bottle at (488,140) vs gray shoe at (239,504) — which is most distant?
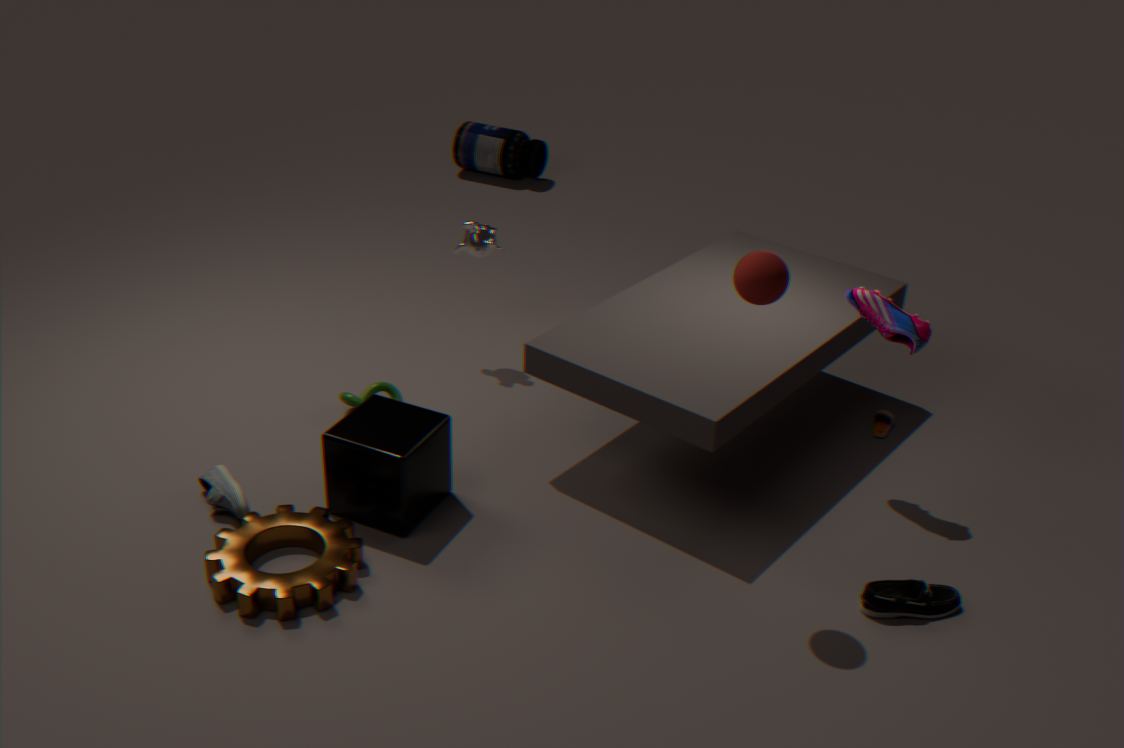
bottle at (488,140)
